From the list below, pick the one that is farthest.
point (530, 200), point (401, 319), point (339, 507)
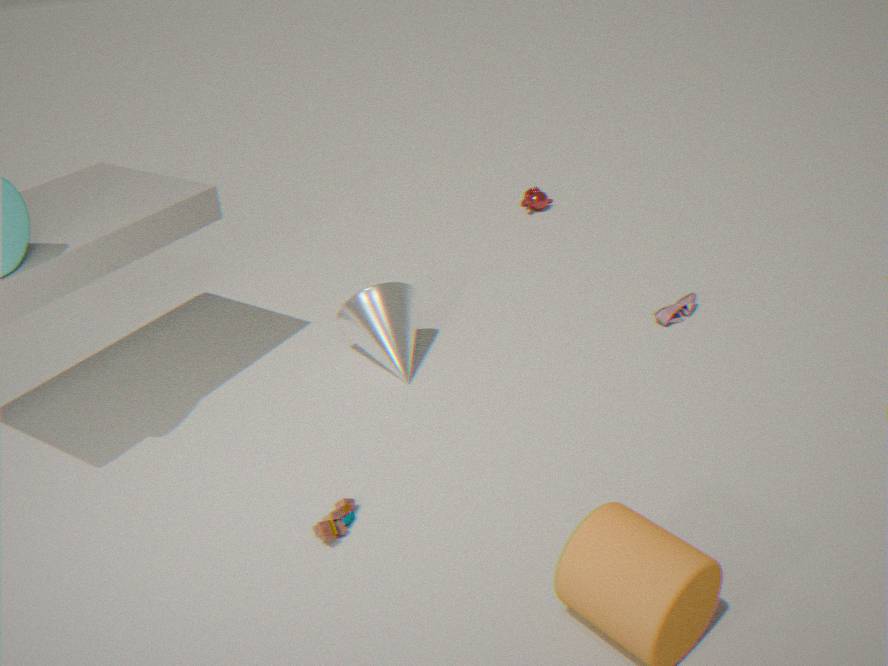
point (530, 200)
